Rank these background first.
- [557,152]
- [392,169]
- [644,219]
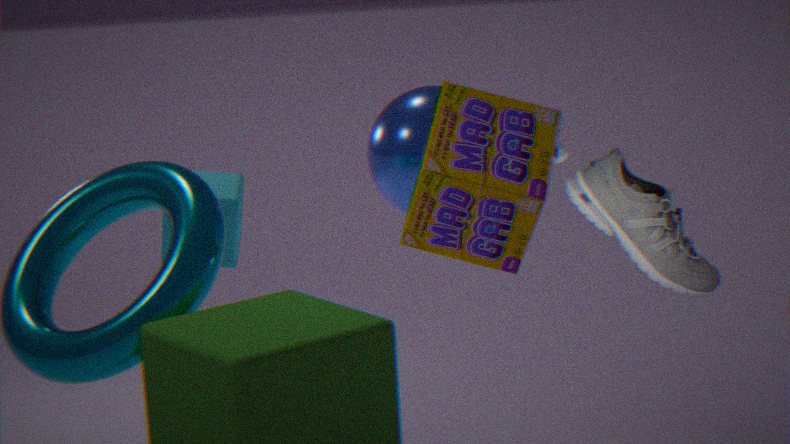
[392,169] < [557,152] < [644,219]
